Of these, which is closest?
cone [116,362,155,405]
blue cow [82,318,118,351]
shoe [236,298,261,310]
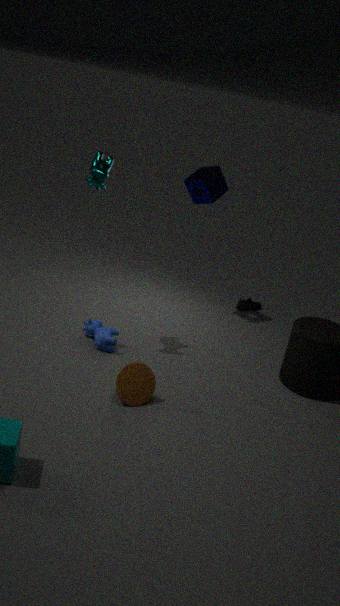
cone [116,362,155,405]
